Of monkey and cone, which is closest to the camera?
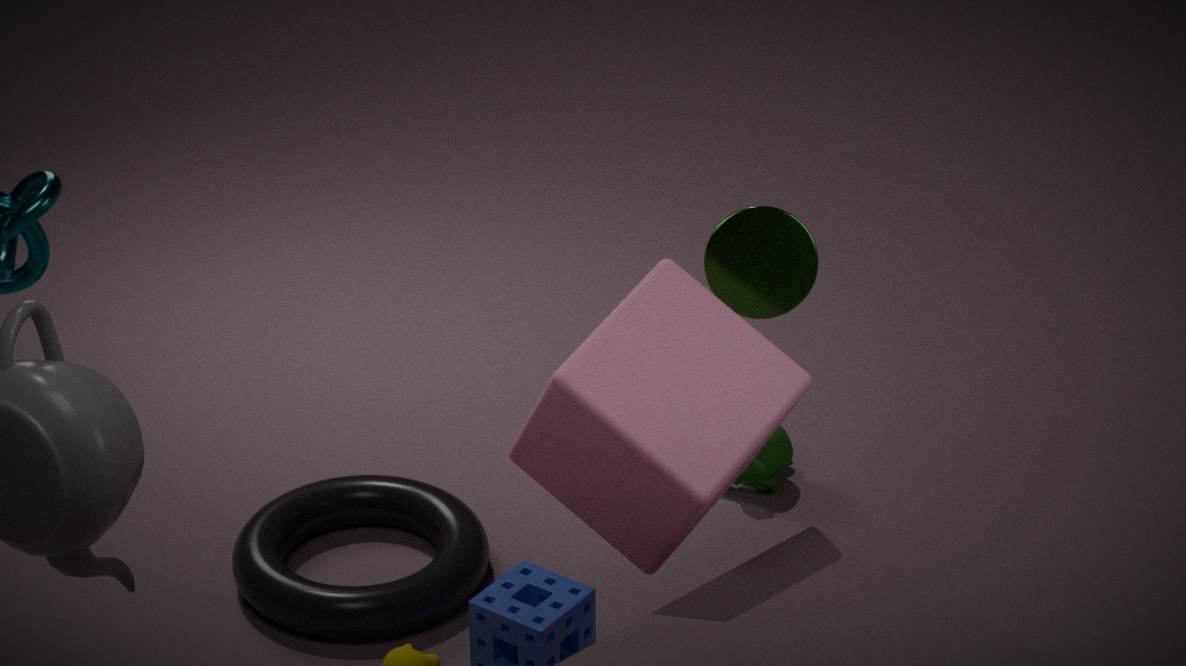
cone
